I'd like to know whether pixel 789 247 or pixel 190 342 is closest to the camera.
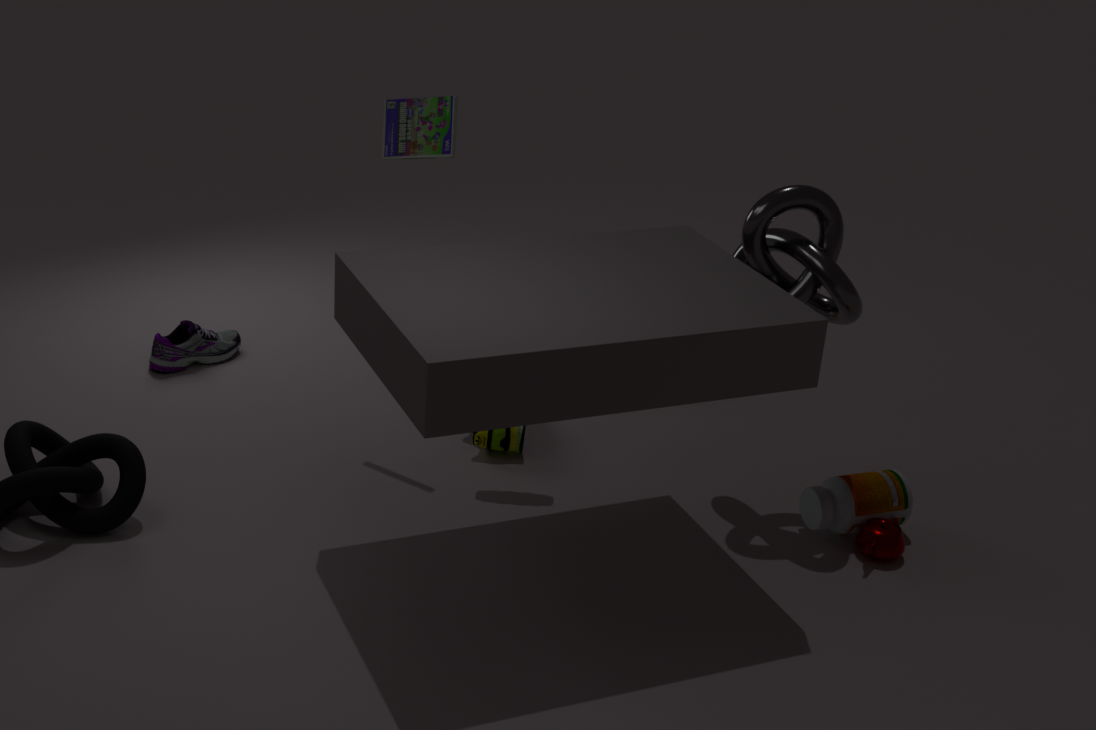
pixel 789 247
